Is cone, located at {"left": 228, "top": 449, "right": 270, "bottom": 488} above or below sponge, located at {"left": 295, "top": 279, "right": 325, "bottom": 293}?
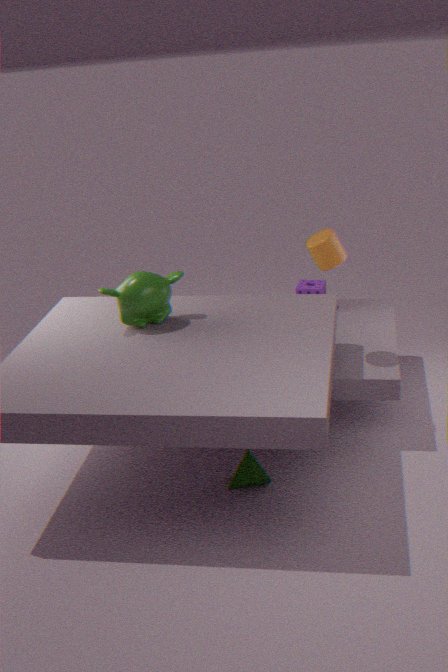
below
